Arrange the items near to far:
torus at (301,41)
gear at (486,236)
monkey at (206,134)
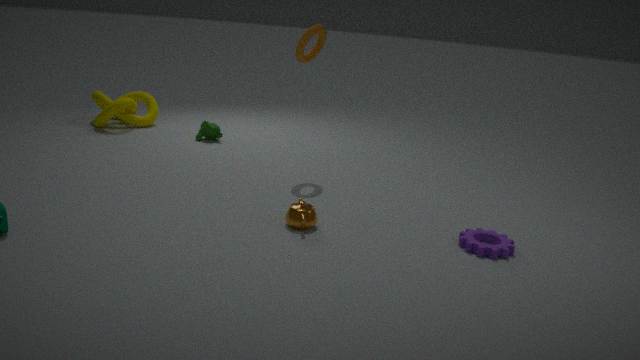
gear at (486,236), torus at (301,41), monkey at (206,134)
